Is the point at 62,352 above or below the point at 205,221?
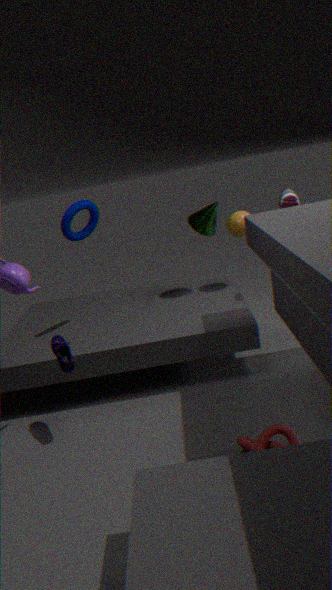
below
